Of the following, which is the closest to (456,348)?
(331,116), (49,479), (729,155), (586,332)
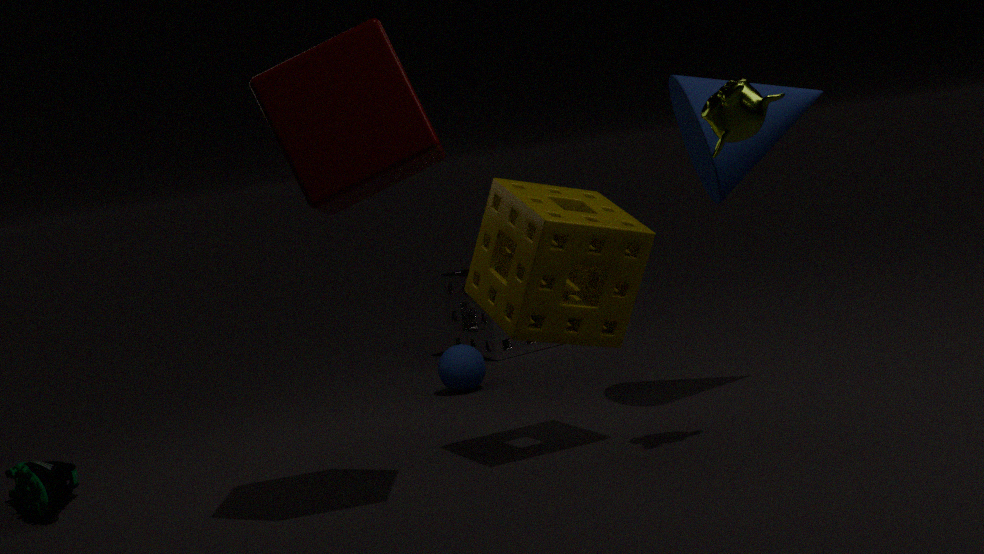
(586,332)
